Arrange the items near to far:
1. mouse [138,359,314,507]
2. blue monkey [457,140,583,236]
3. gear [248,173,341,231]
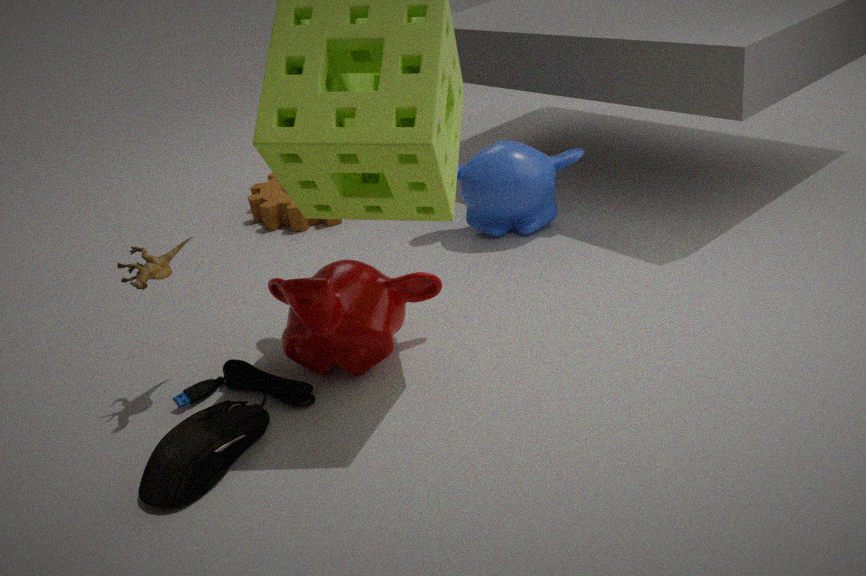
mouse [138,359,314,507] → blue monkey [457,140,583,236] → gear [248,173,341,231]
